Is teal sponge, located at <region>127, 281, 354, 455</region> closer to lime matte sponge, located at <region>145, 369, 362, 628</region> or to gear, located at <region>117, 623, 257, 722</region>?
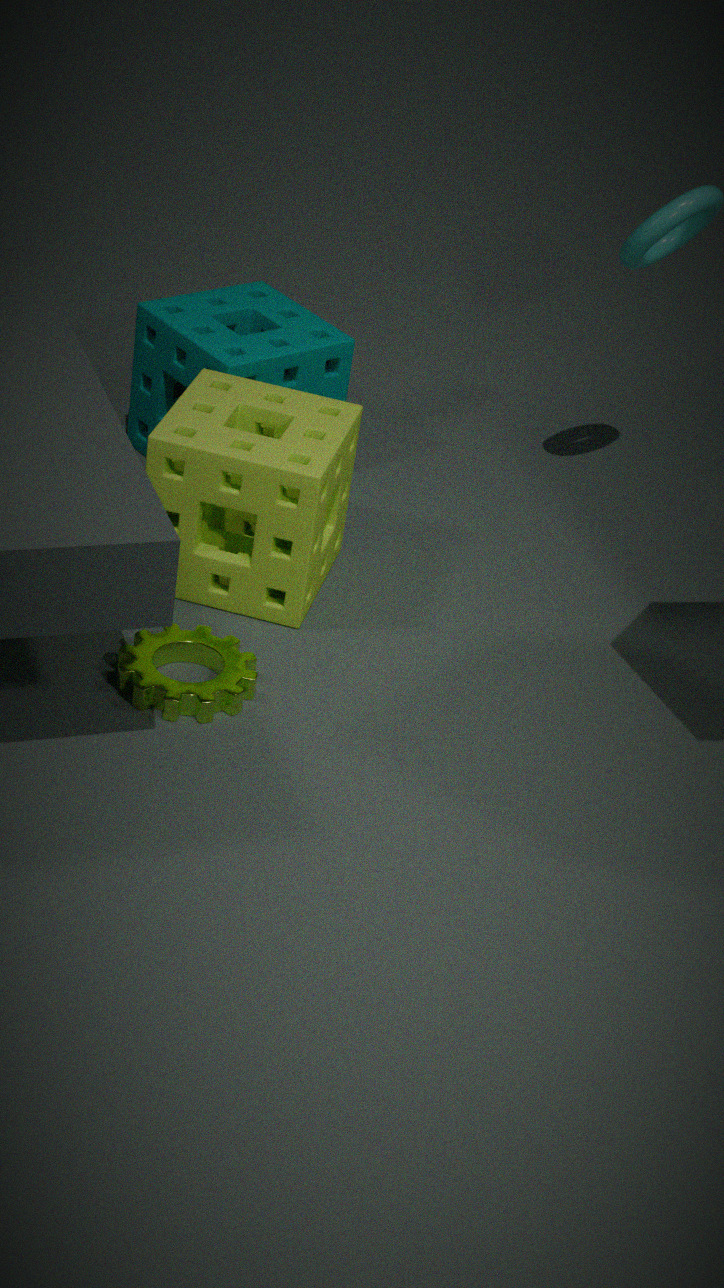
lime matte sponge, located at <region>145, 369, 362, 628</region>
